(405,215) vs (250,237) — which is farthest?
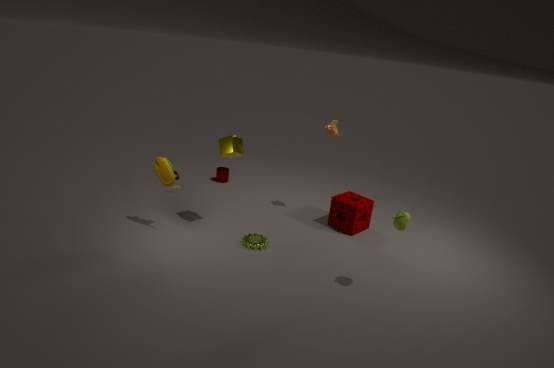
(250,237)
